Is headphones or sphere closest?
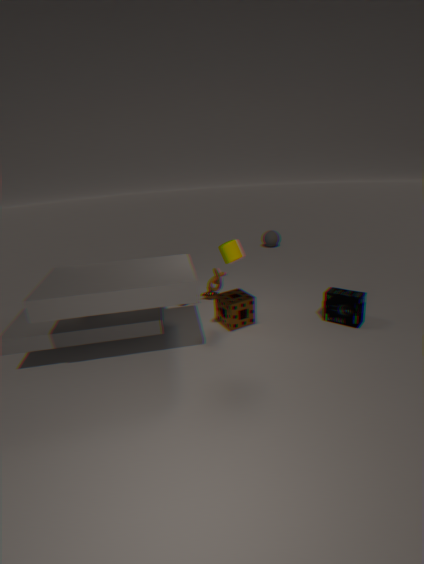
headphones
